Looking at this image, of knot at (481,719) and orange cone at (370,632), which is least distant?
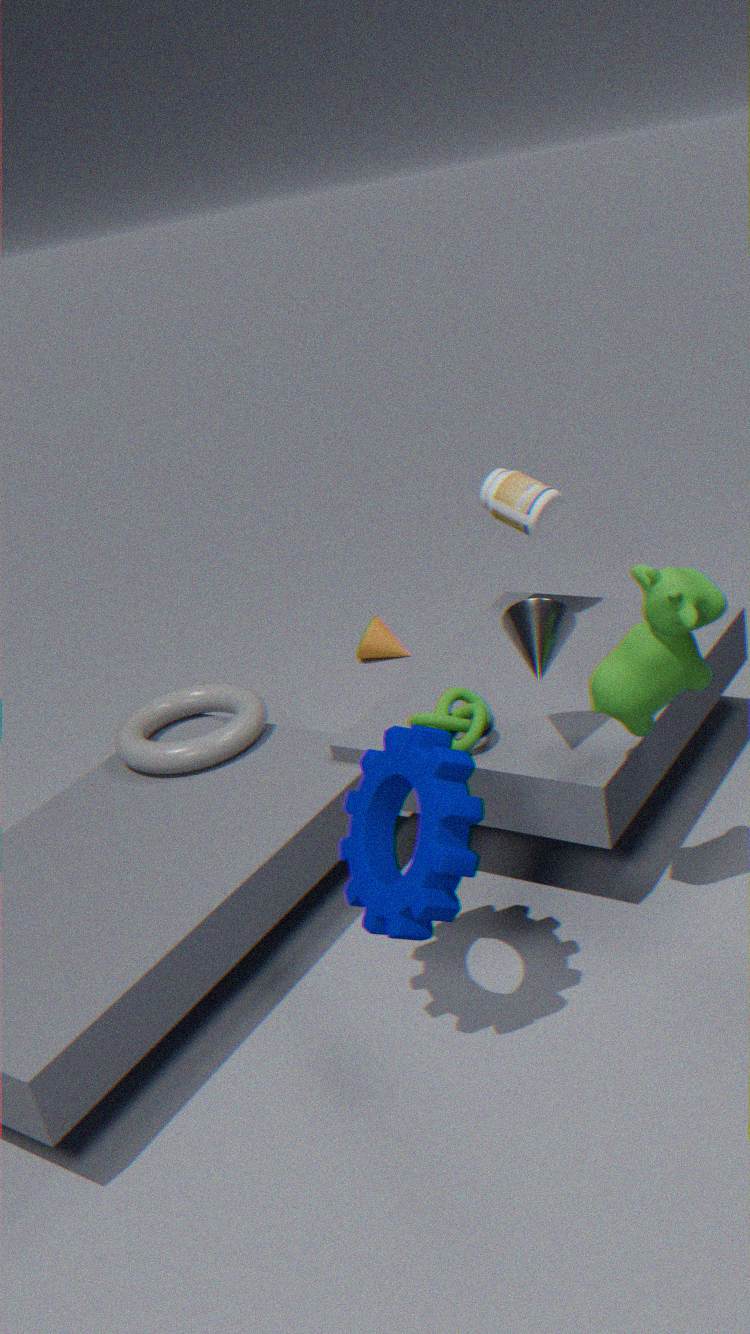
knot at (481,719)
